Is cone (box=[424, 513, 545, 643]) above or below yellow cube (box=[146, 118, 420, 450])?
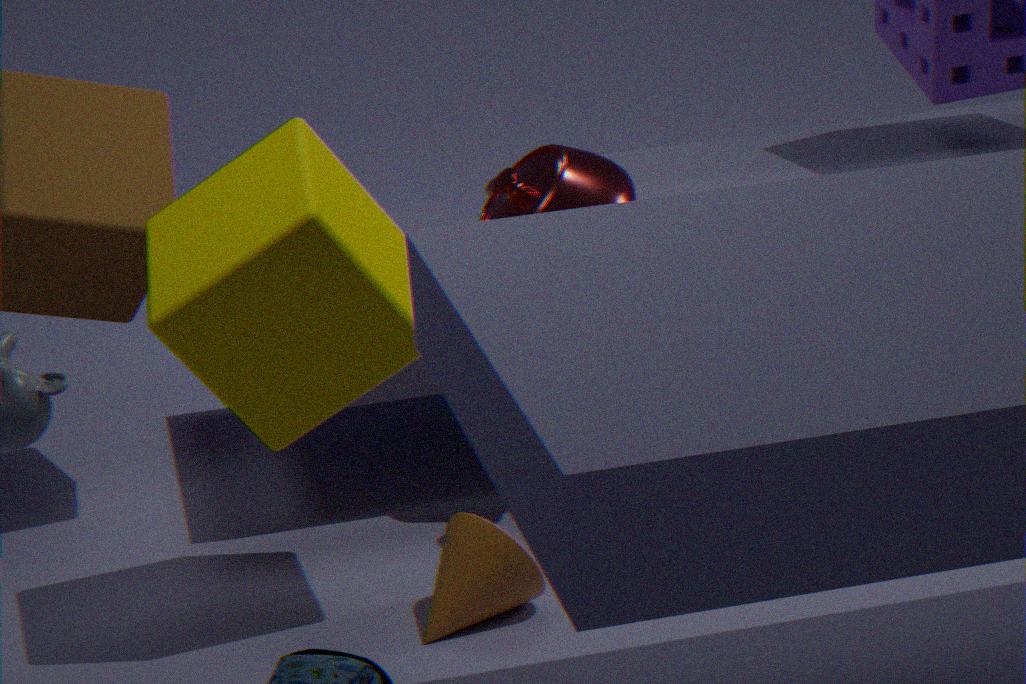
below
